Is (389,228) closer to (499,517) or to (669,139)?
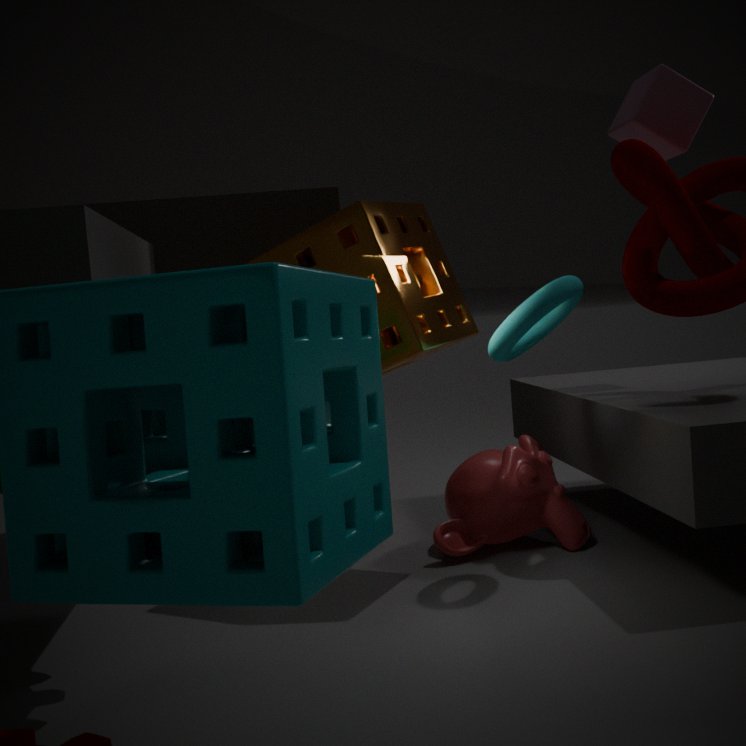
(499,517)
